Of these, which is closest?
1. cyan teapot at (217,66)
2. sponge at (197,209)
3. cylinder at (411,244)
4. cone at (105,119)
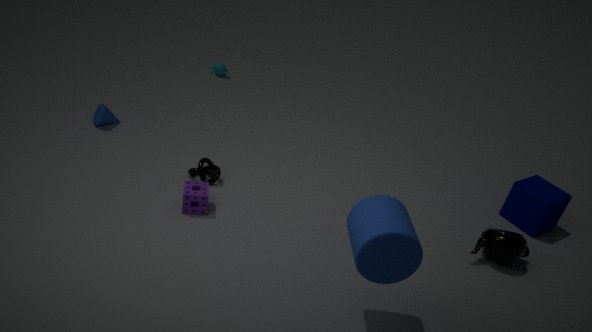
cylinder at (411,244)
